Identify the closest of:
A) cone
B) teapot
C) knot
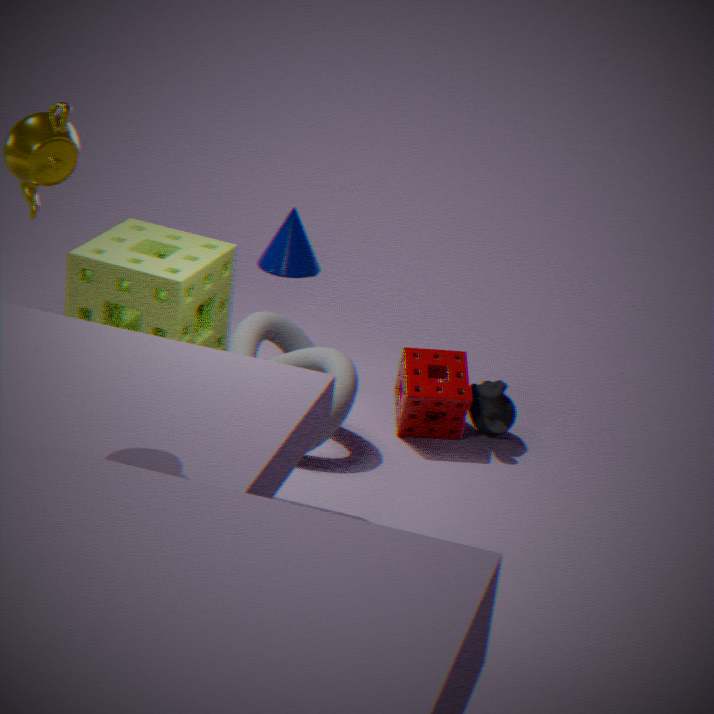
teapot
